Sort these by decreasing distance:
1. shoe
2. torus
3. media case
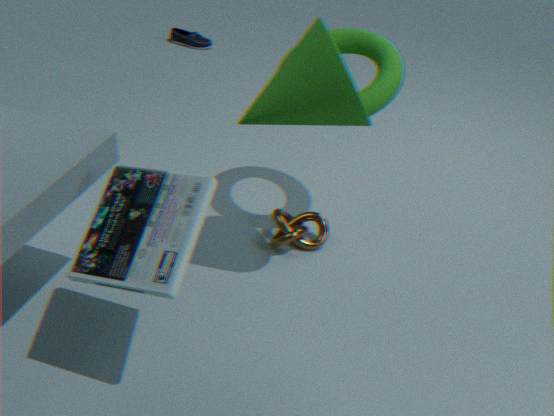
1. shoe
2. torus
3. media case
